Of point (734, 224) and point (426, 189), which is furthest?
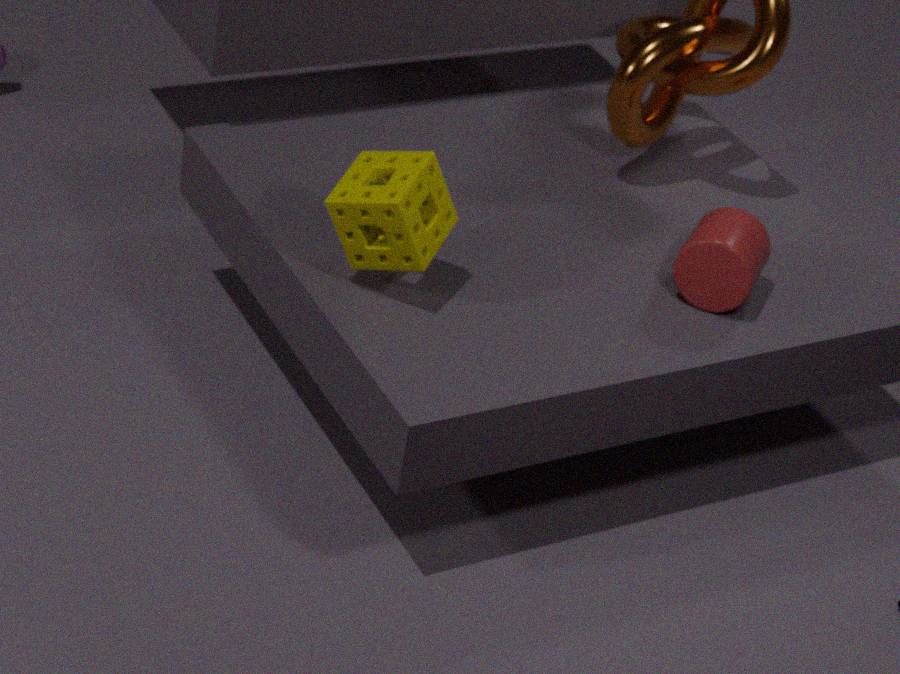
point (734, 224)
